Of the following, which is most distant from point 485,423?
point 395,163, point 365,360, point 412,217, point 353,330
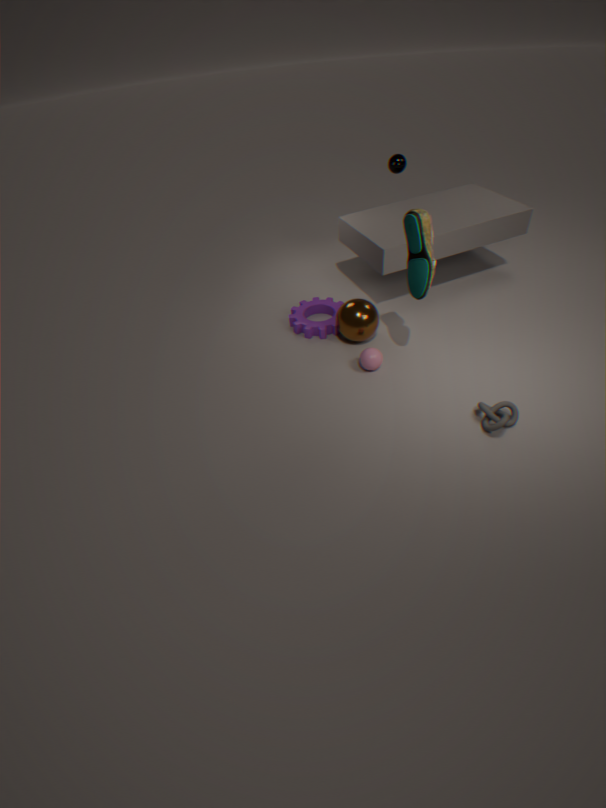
point 395,163
